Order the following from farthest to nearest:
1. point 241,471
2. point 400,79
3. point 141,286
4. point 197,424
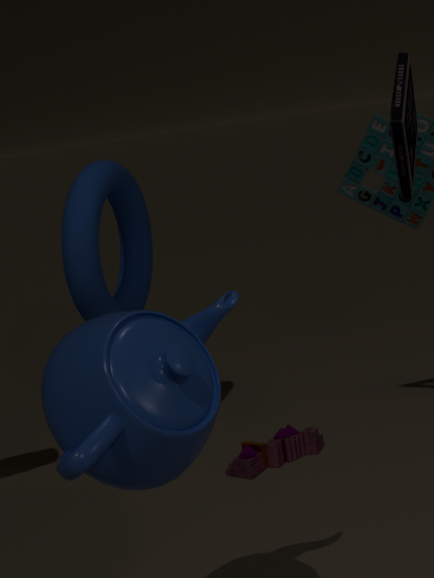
point 141,286 → point 241,471 → point 197,424 → point 400,79
